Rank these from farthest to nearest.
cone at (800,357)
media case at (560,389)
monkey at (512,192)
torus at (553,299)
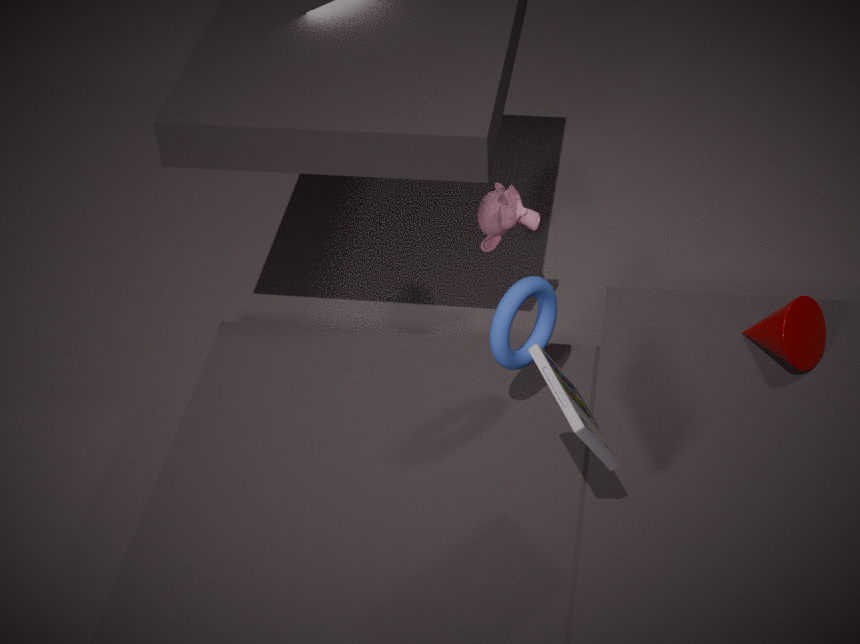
monkey at (512,192) → cone at (800,357) → torus at (553,299) → media case at (560,389)
